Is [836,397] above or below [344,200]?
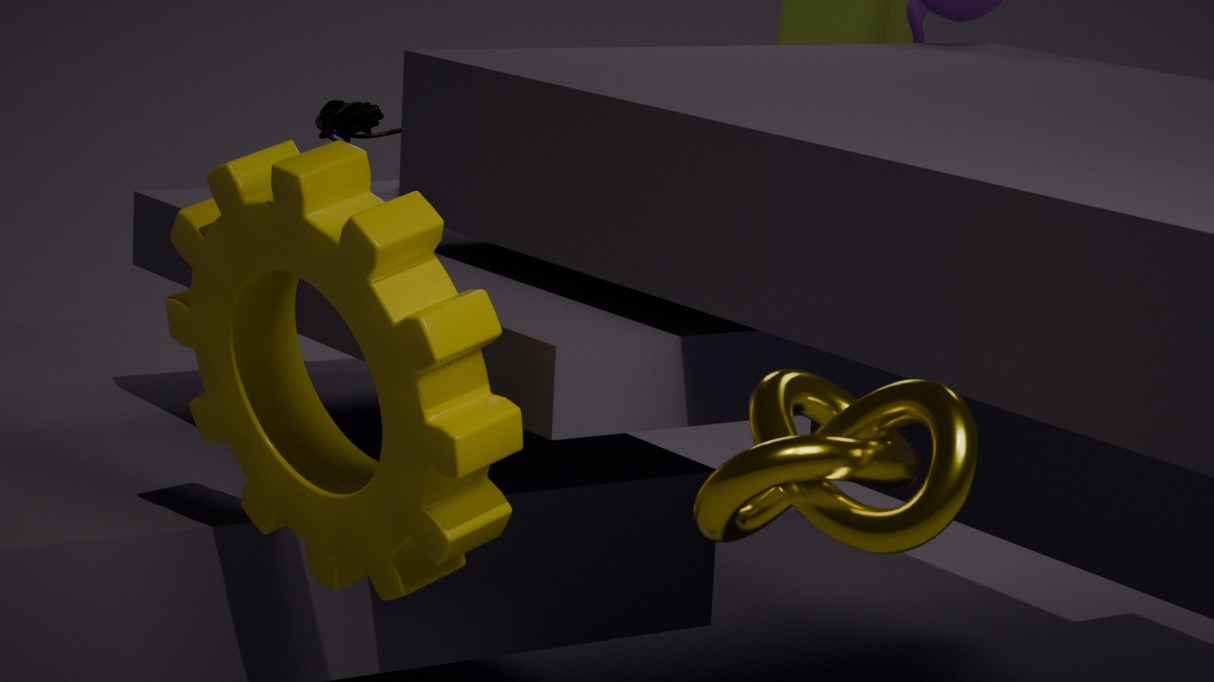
above
